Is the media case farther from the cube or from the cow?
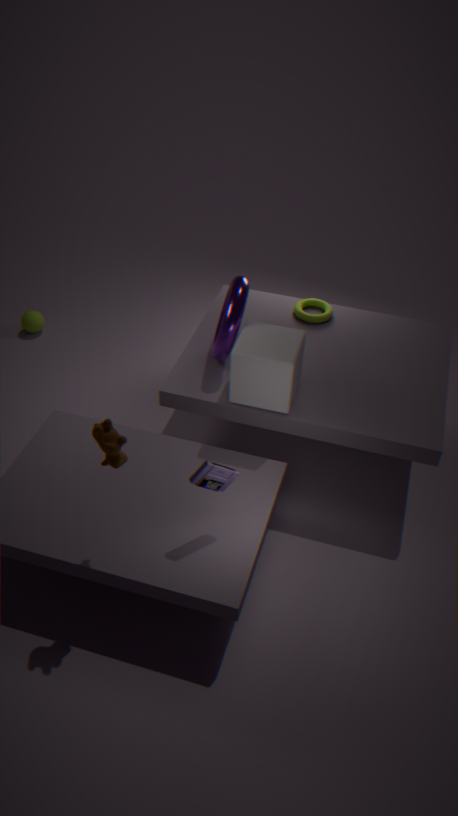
the cube
